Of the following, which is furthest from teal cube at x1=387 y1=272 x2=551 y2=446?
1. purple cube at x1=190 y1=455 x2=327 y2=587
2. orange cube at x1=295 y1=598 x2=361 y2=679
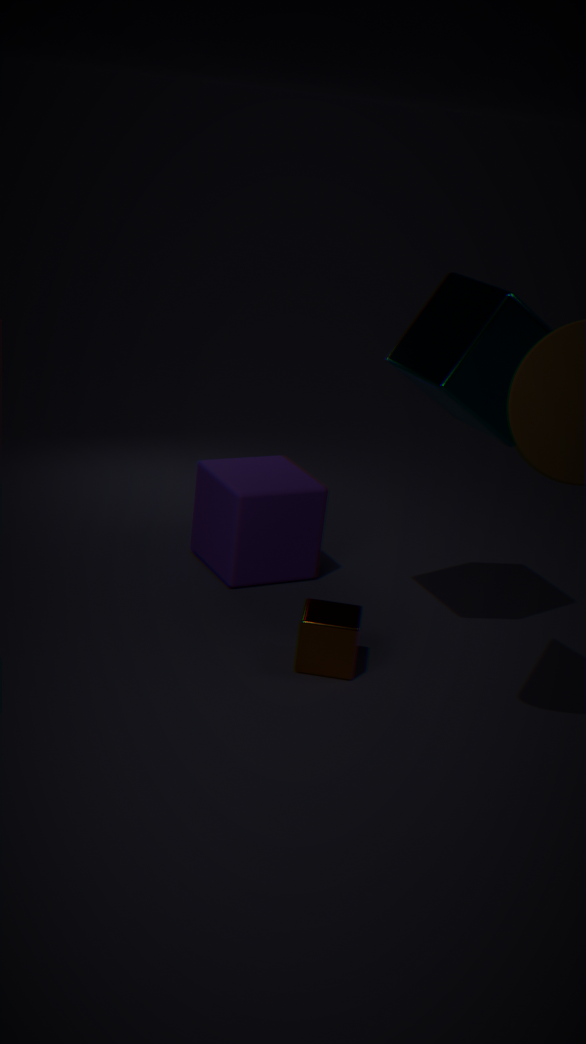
orange cube at x1=295 y1=598 x2=361 y2=679
